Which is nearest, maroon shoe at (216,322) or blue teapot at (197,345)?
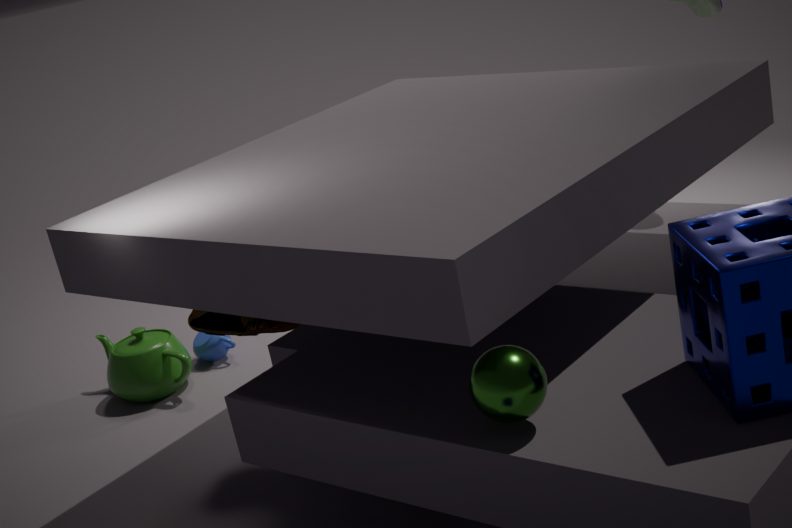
maroon shoe at (216,322)
